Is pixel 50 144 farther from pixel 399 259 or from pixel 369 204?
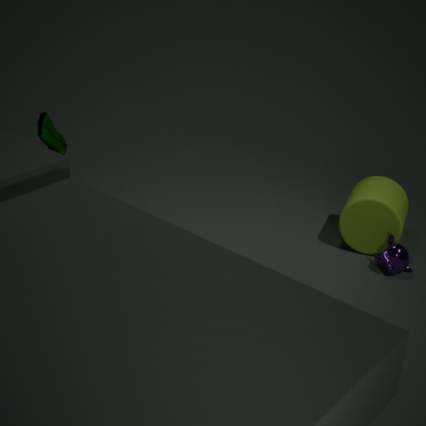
pixel 399 259
